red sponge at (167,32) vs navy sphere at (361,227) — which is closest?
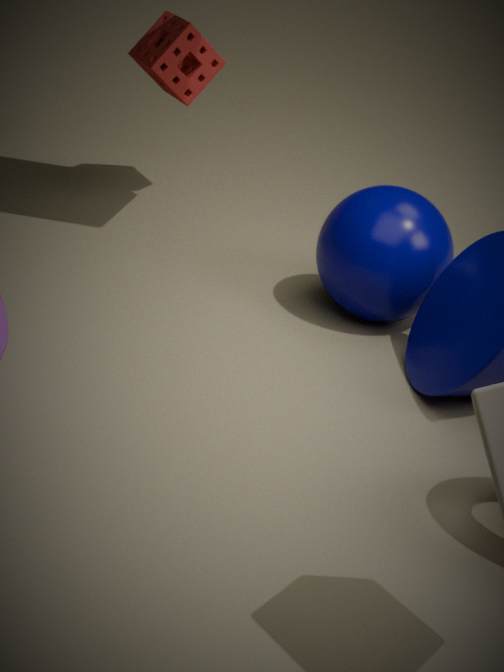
navy sphere at (361,227)
